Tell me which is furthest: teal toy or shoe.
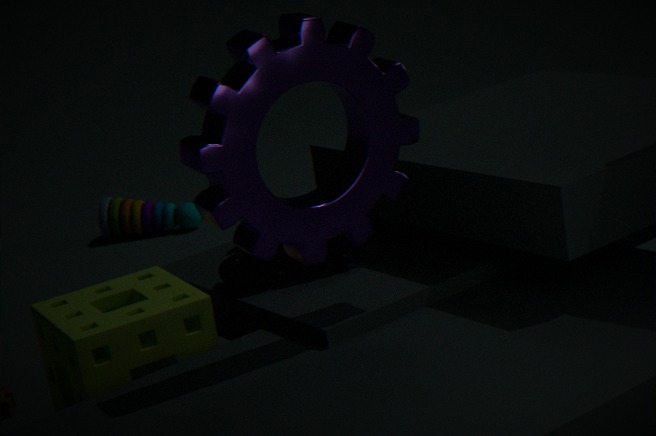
teal toy
